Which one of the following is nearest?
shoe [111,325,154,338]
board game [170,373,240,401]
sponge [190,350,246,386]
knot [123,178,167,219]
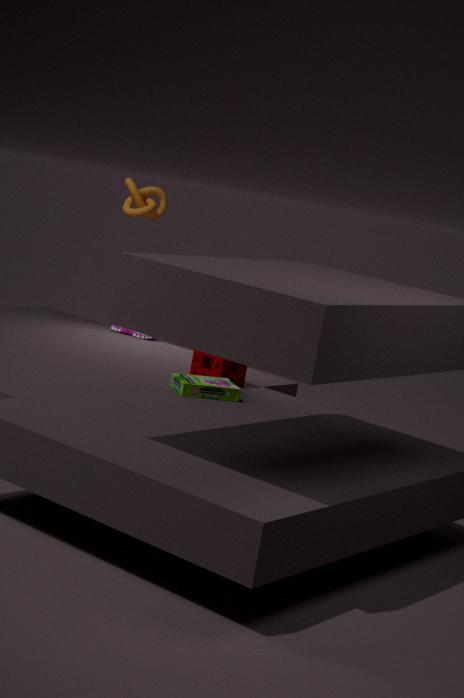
board game [170,373,240,401]
